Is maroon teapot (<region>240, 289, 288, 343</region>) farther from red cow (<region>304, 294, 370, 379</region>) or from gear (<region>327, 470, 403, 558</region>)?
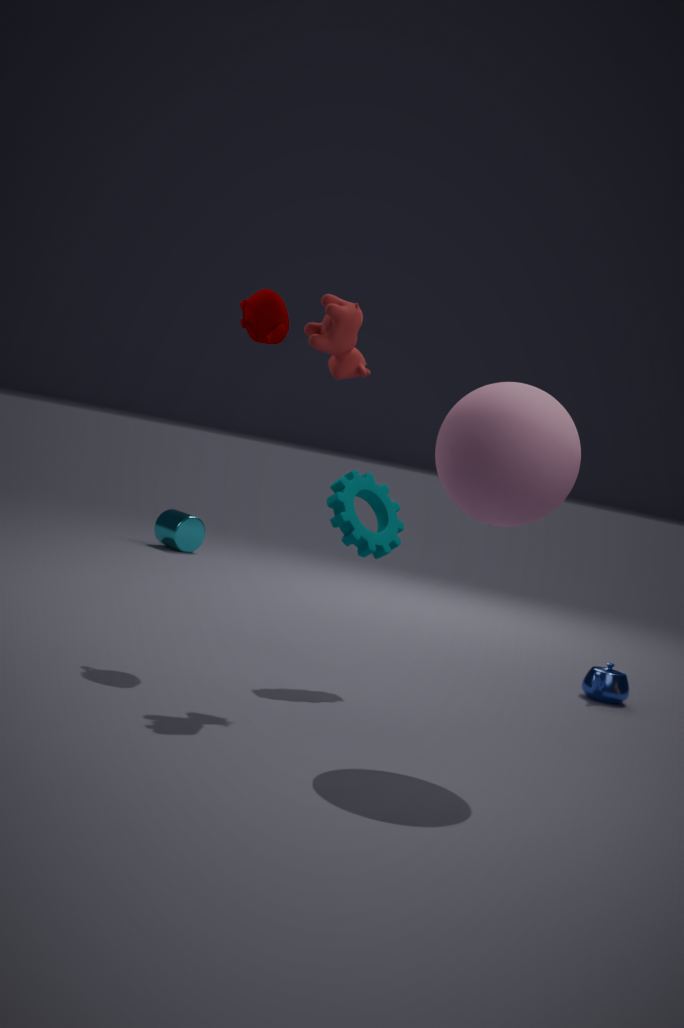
gear (<region>327, 470, 403, 558</region>)
